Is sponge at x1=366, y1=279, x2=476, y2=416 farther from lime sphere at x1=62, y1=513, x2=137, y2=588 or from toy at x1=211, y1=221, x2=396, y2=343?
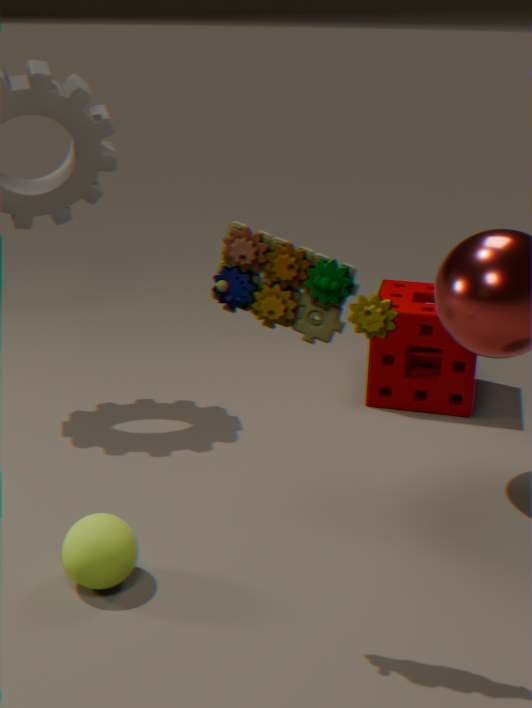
toy at x1=211, y1=221, x2=396, y2=343
